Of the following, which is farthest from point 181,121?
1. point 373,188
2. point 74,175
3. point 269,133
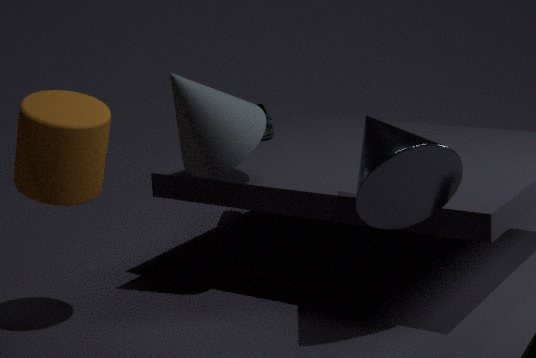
point 269,133
